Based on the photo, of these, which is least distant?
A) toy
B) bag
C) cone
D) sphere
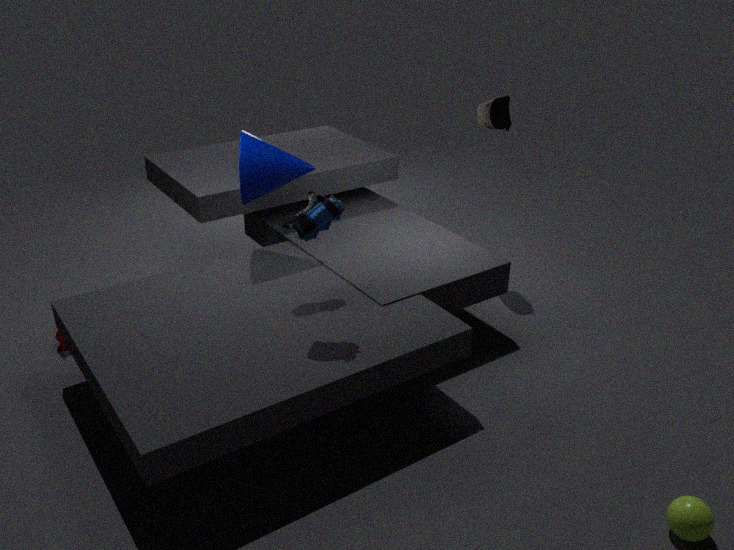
sphere
